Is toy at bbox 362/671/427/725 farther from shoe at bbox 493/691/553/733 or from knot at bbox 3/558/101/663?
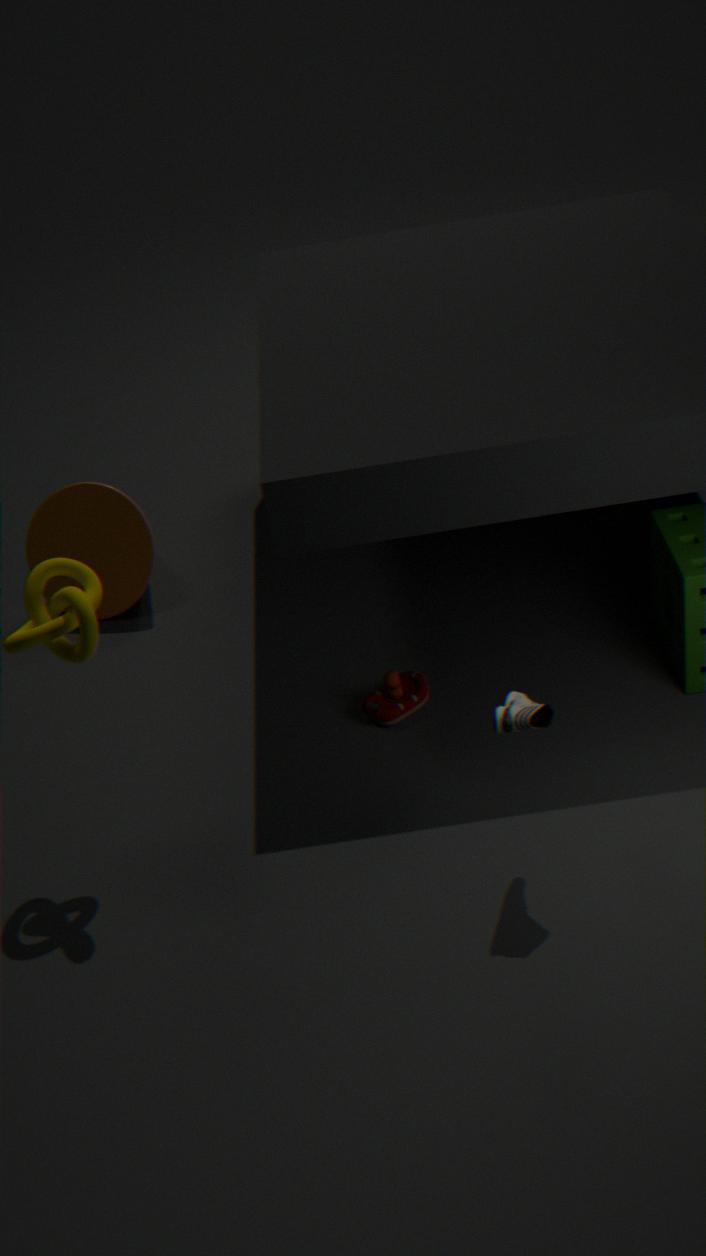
knot at bbox 3/558/101/663
